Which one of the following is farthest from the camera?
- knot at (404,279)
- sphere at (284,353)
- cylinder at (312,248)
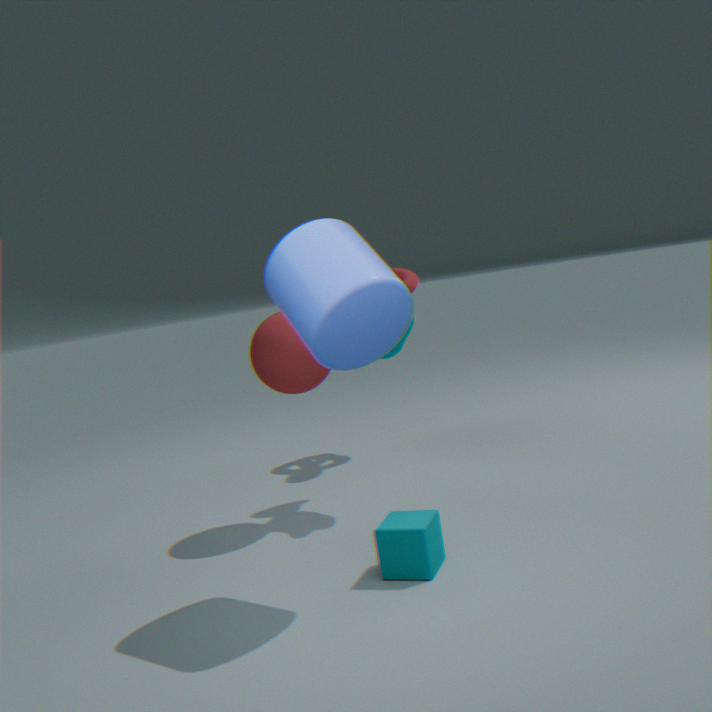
knot at (404,279)
